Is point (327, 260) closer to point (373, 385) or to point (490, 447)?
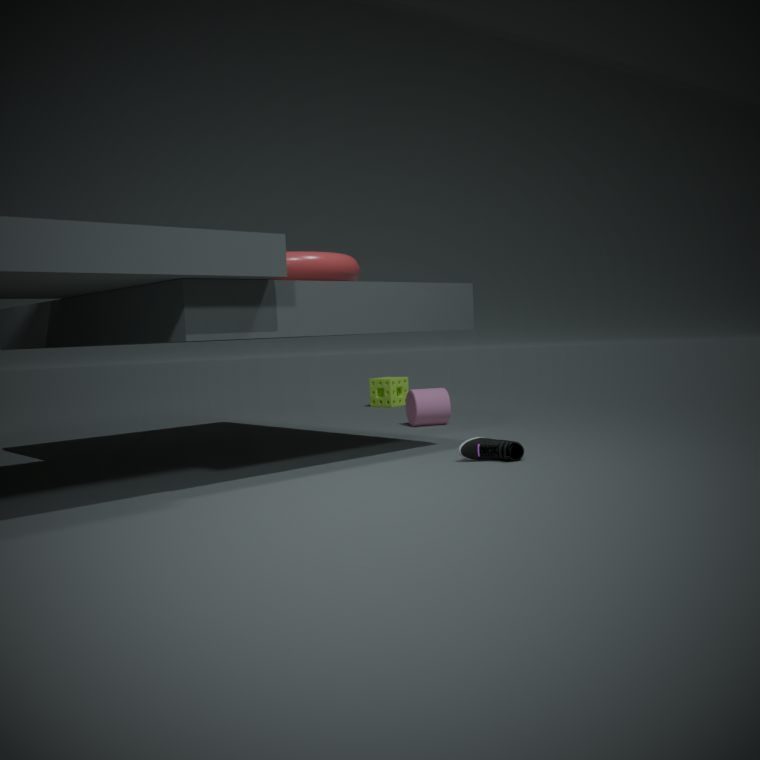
point (490, 447)
